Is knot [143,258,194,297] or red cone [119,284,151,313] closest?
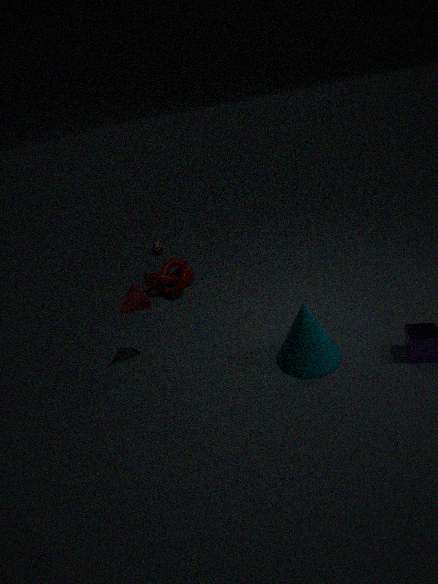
red cone [119,284,151,313]
